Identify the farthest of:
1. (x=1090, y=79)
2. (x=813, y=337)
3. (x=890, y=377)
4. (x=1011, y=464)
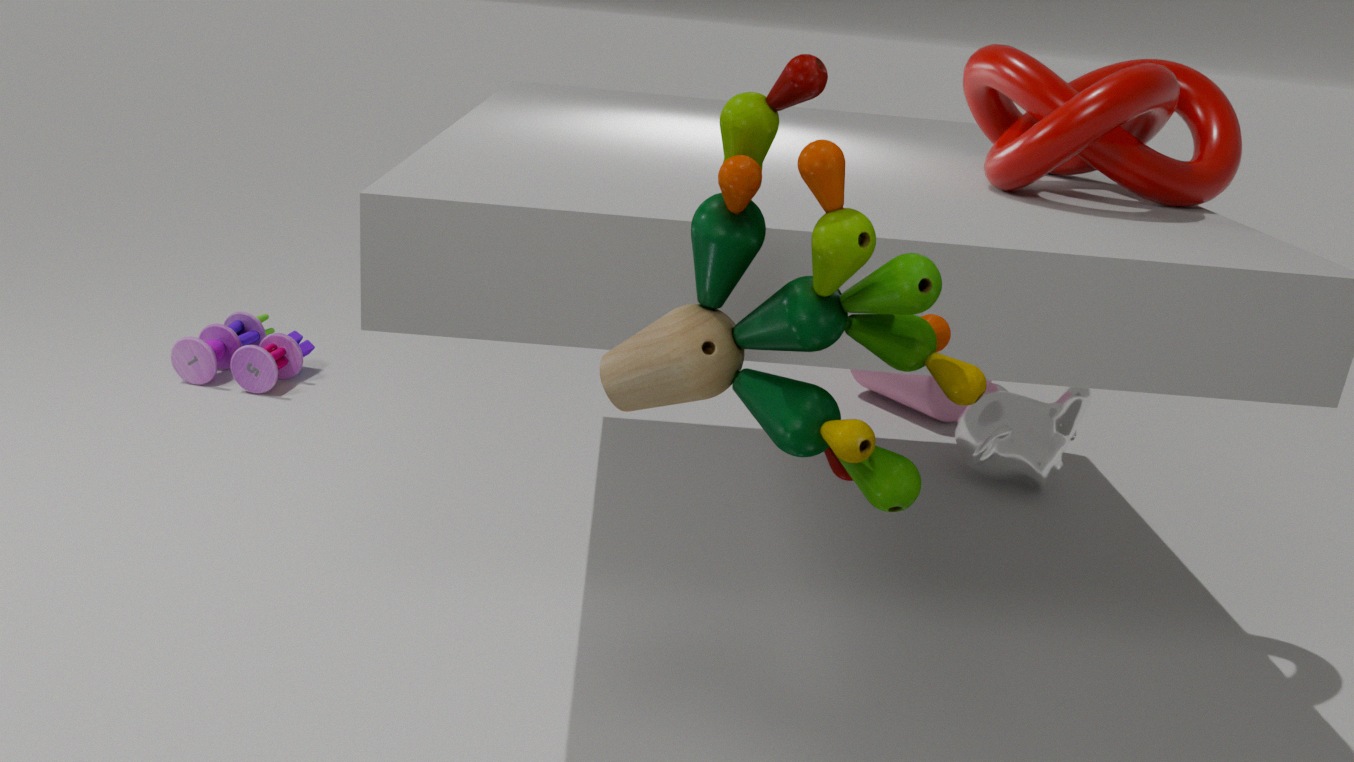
(x=890, y=377)
